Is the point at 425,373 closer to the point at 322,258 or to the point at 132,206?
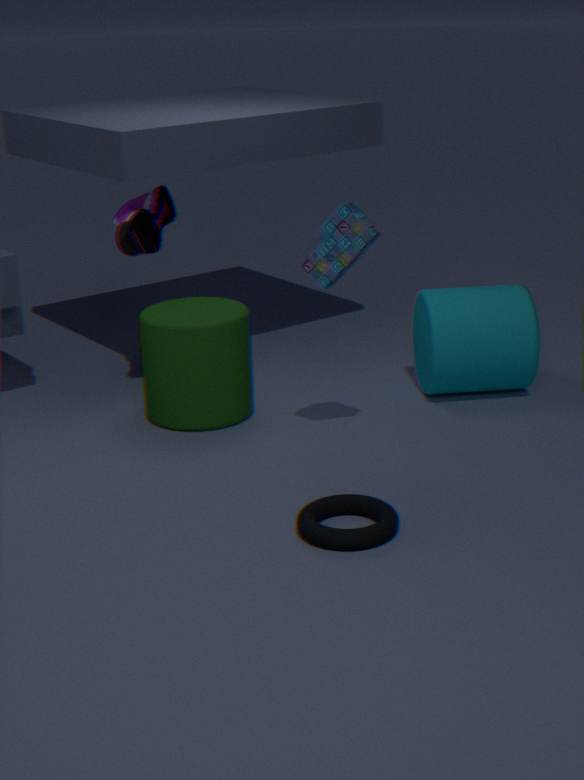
the point at 322,258
